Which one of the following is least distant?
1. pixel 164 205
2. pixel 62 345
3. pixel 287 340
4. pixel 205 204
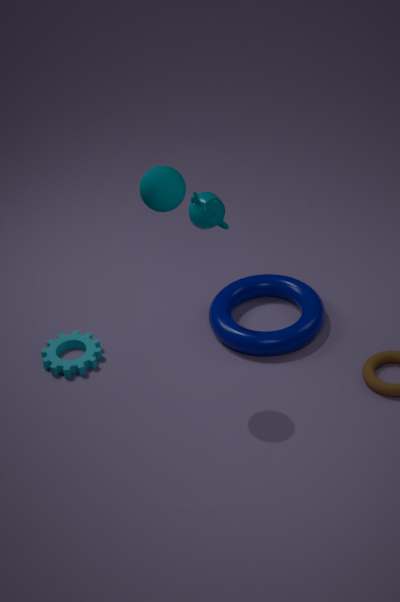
pixel 164 205
